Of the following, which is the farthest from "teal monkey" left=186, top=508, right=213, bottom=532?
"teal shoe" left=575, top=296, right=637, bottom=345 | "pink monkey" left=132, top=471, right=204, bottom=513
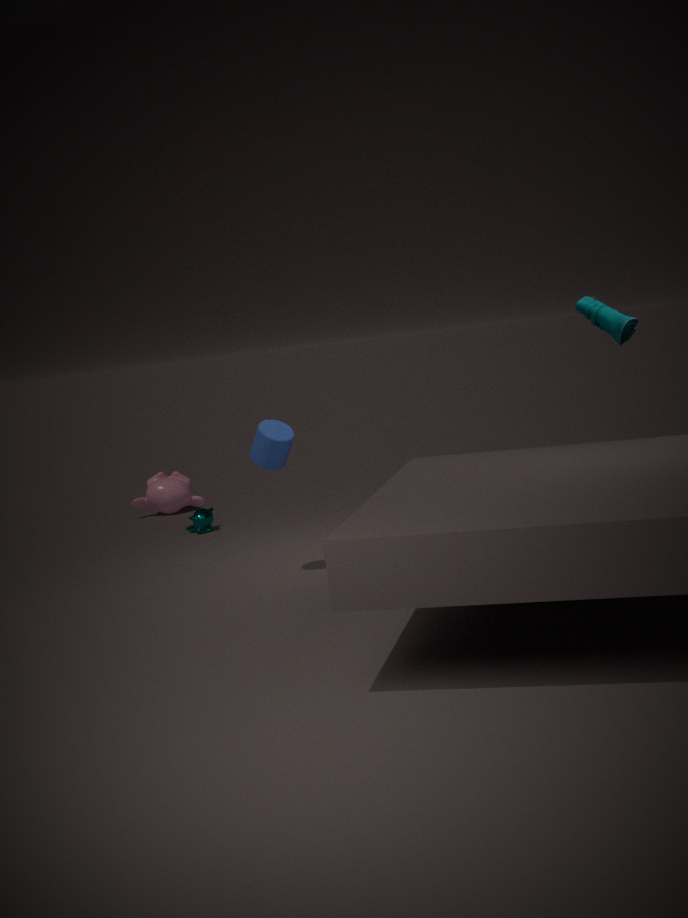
"teal shoe" left=575, top=296, right=637, bottom=345
